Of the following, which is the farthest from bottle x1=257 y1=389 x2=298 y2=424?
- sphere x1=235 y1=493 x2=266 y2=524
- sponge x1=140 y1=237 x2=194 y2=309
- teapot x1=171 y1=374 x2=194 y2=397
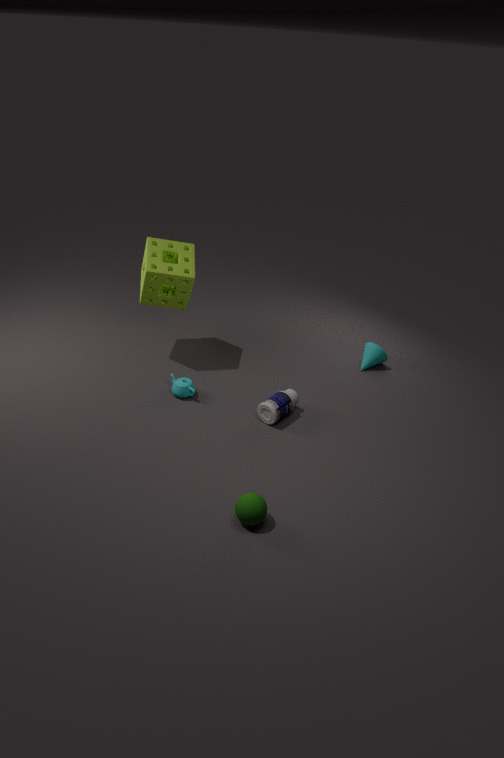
sponge x1=140 y1=237 x2=194 y2=309
